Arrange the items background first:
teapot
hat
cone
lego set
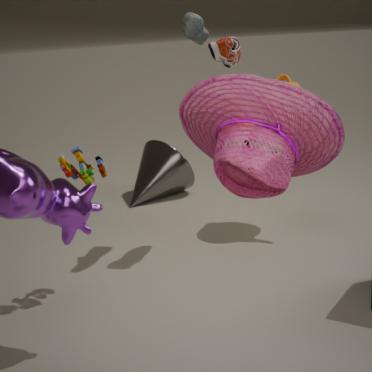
cone → teapot → lego set → hat
